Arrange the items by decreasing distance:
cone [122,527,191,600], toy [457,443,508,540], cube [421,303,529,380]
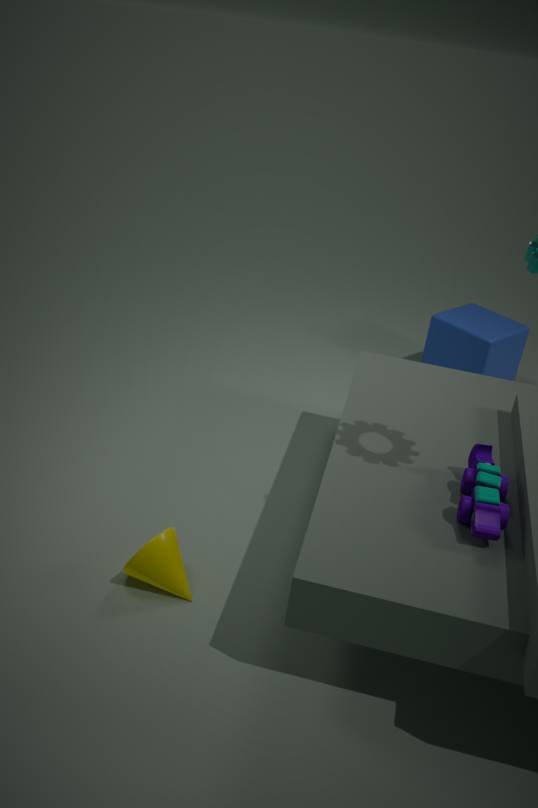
cube [421,303,529,380]
cone [122,527,191,600]
toy [457,443,508,540]
